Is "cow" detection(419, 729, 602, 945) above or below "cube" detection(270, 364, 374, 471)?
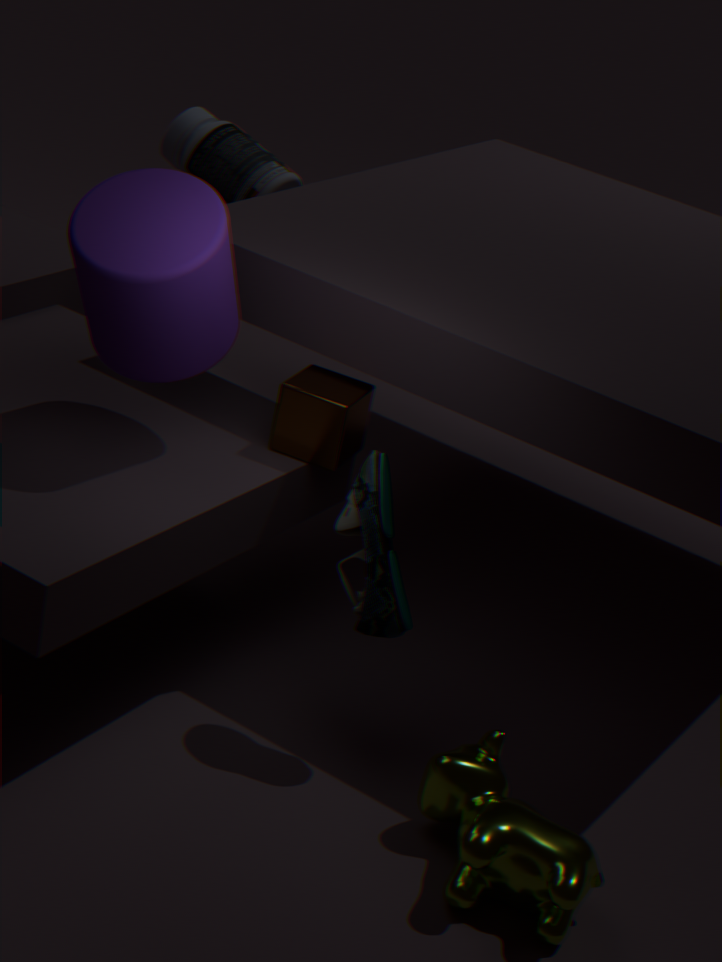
below
